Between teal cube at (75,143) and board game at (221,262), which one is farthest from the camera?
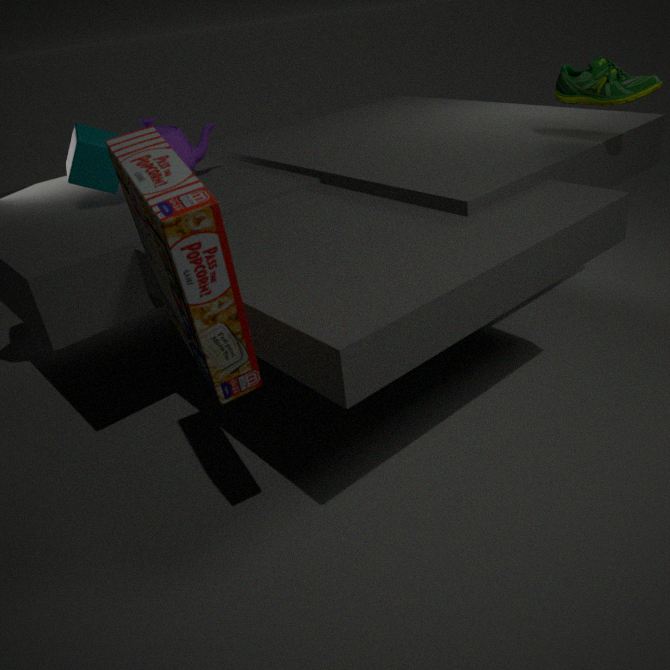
teal cube at (75,143)
